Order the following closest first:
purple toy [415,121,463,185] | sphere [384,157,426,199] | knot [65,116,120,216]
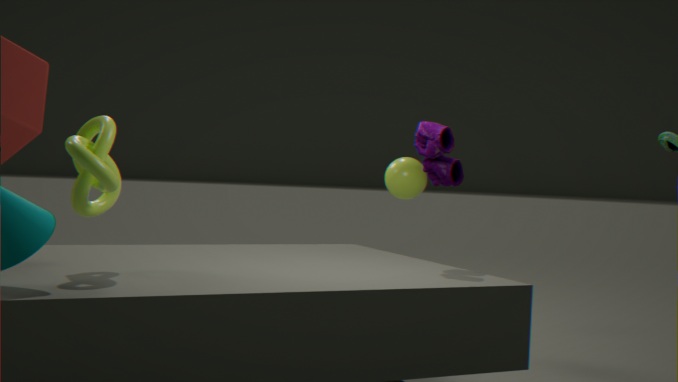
knot [65,116,120,216], purple toy [415,121,463,185], sphere [384,157,426,199]
